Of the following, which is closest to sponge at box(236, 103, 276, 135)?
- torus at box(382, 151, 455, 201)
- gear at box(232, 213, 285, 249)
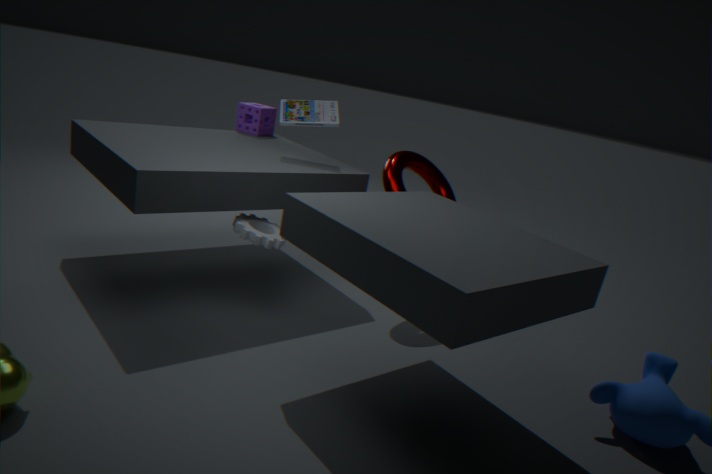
gear at box(232, 213, 285, 249)
